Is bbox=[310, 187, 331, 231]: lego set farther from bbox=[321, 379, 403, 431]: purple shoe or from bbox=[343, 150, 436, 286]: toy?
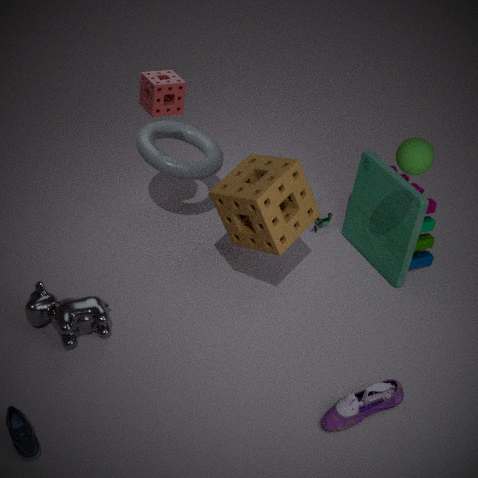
bbox=[321, 379, 403, 431]: purple shoe
